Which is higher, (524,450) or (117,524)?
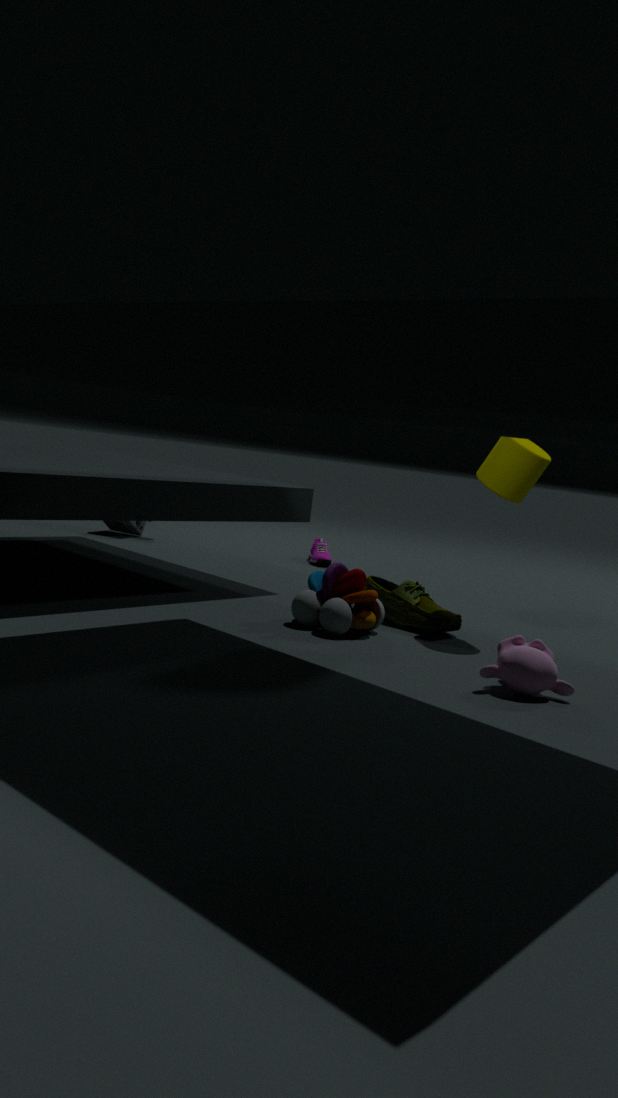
(524,450)
